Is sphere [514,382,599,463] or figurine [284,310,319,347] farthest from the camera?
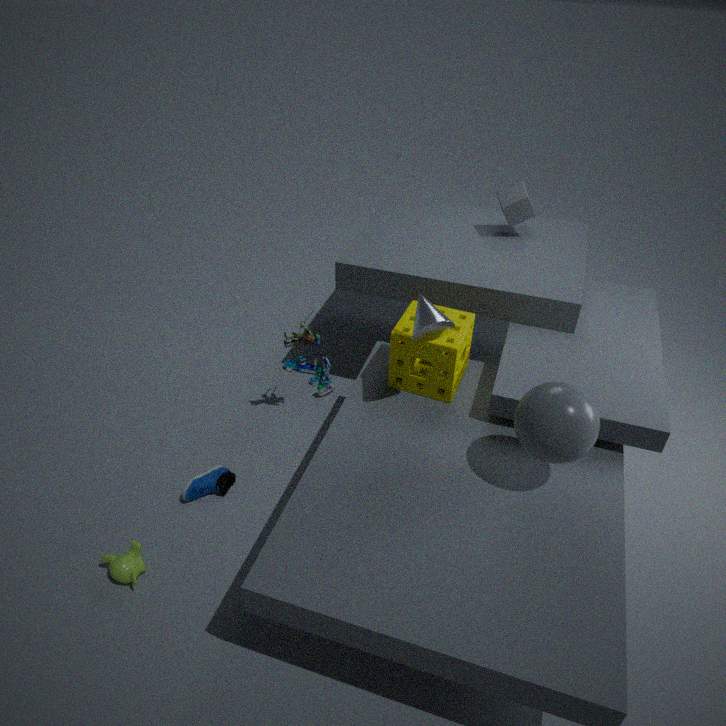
figurine [284,310,319,347]
